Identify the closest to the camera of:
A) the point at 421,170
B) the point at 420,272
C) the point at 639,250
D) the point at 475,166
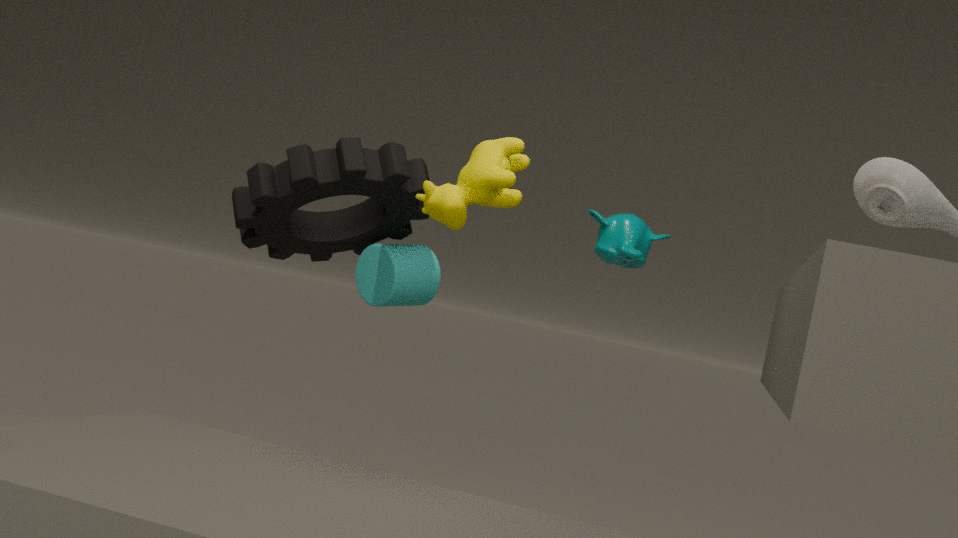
the point at 475,166
